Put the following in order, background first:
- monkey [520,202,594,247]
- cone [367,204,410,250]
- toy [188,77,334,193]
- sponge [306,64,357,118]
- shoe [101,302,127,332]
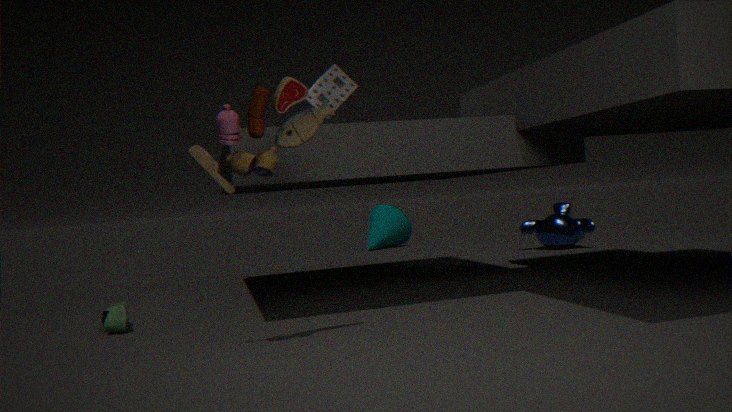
cone [367,204,410,250] → monkey [520,202,594,247] → sponge [306,64,357,118] → shoe [101,302,127,332] → toy [188,77,334,193]
